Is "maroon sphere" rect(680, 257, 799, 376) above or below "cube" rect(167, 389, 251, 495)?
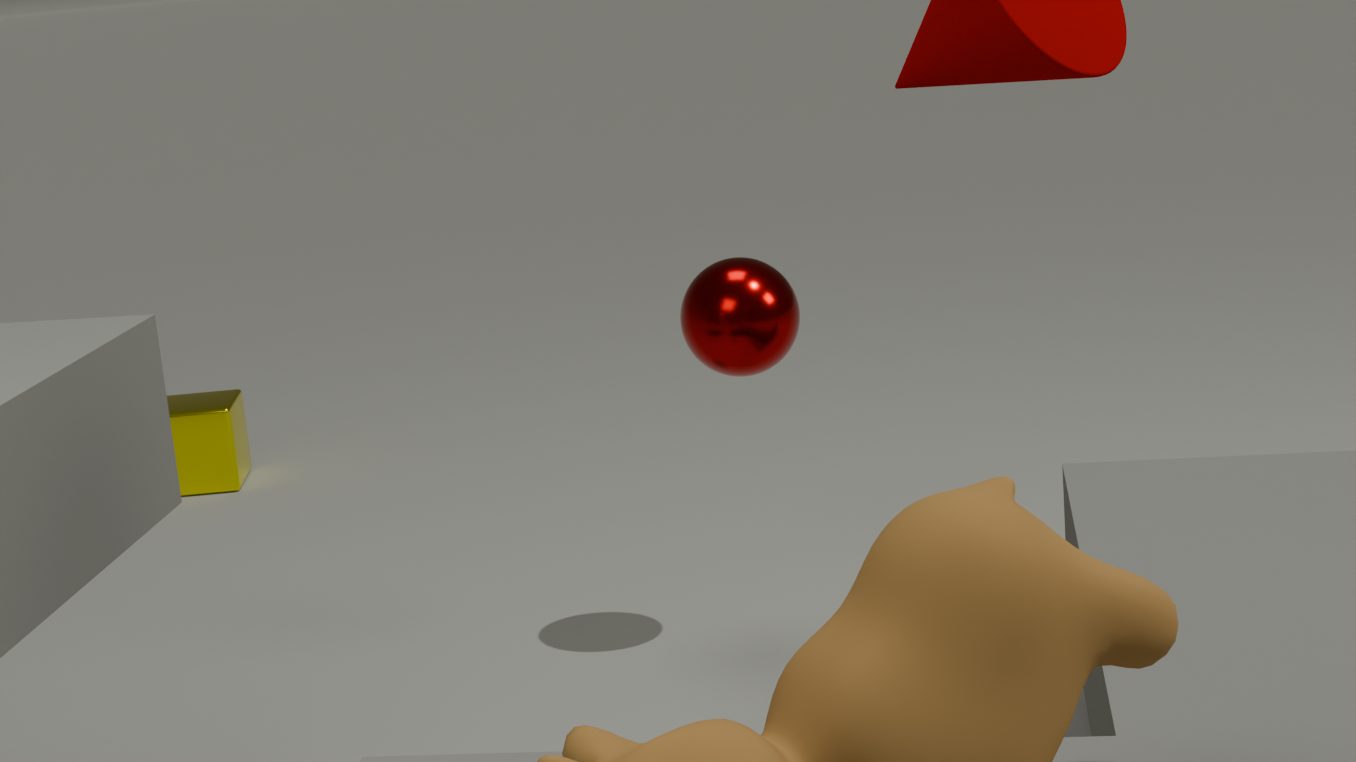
above
